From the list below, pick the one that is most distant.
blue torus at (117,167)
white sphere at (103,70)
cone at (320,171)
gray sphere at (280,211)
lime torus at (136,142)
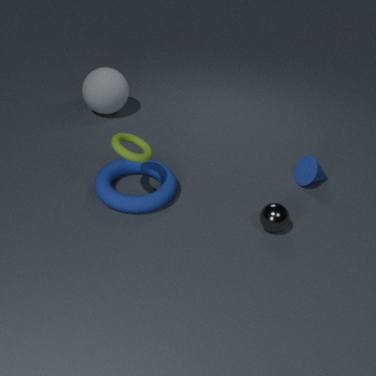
white sphere at (103,70)
